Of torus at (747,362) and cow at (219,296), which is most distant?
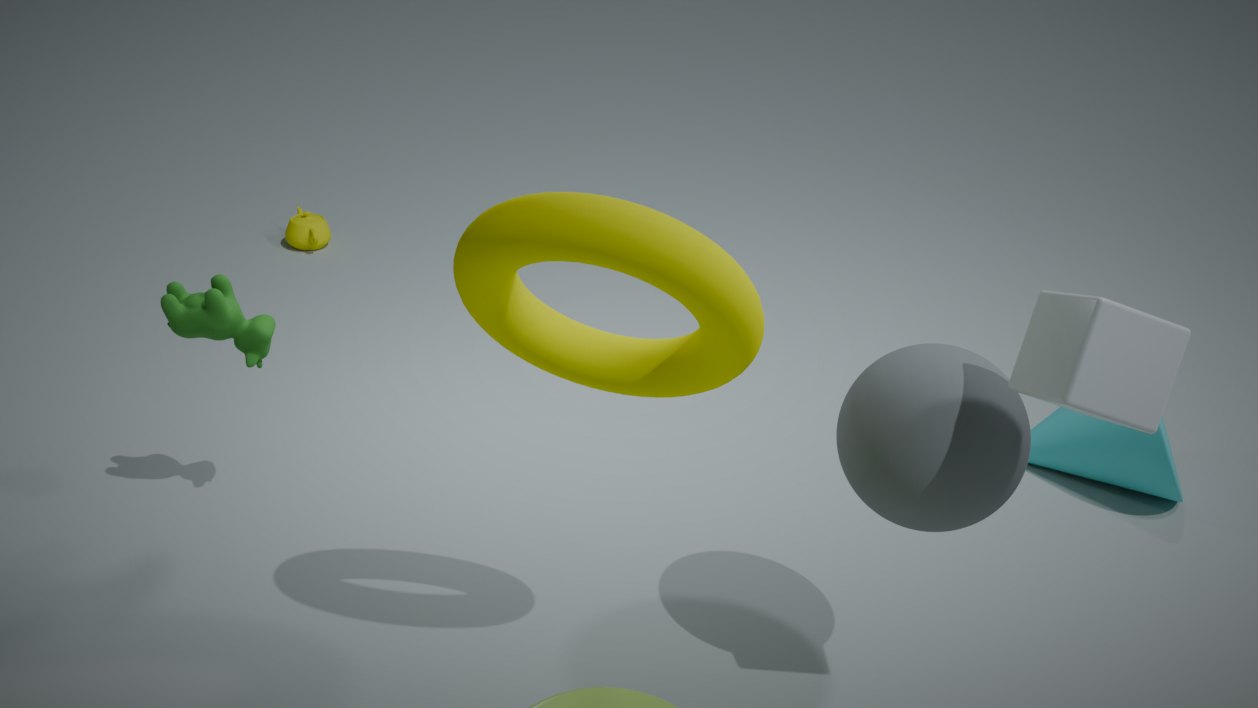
cow at (219,296)
